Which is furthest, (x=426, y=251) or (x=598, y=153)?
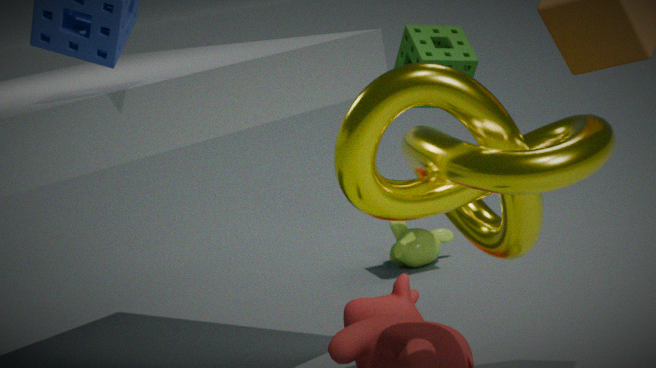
(x=426, y=251)
